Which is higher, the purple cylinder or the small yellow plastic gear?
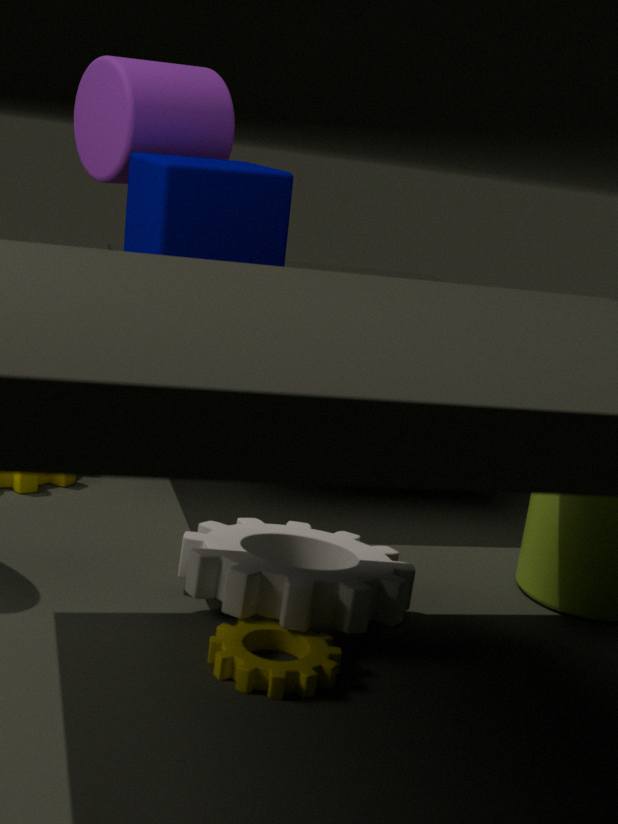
the purple cylinder
